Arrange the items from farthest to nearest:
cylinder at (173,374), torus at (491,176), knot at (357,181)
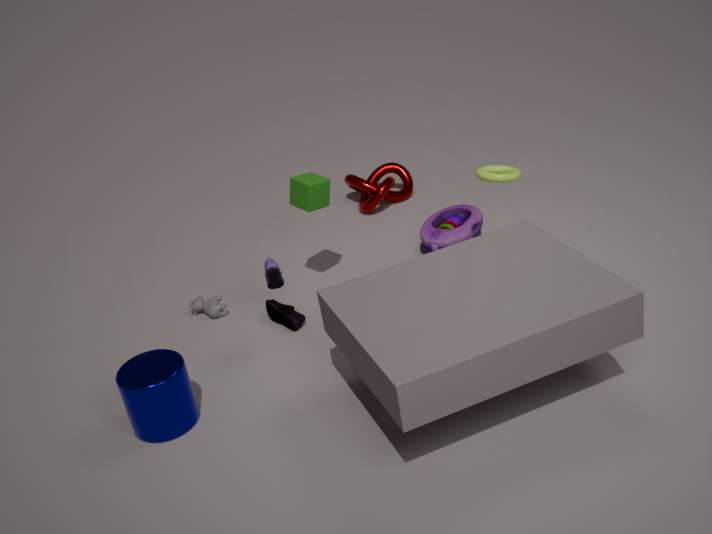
knot at (357,181), torus at (491,176), cylinder at (173,374)
